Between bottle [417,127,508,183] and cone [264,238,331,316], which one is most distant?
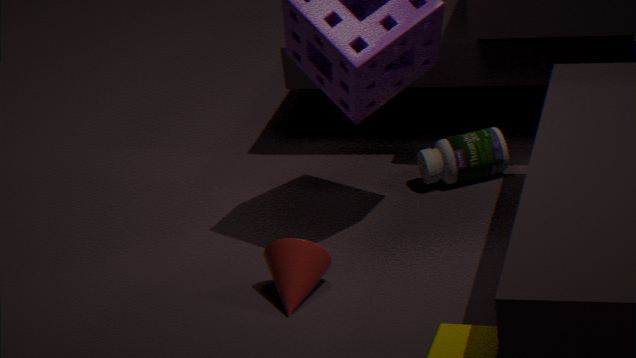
bottle [417,127,508,183]
